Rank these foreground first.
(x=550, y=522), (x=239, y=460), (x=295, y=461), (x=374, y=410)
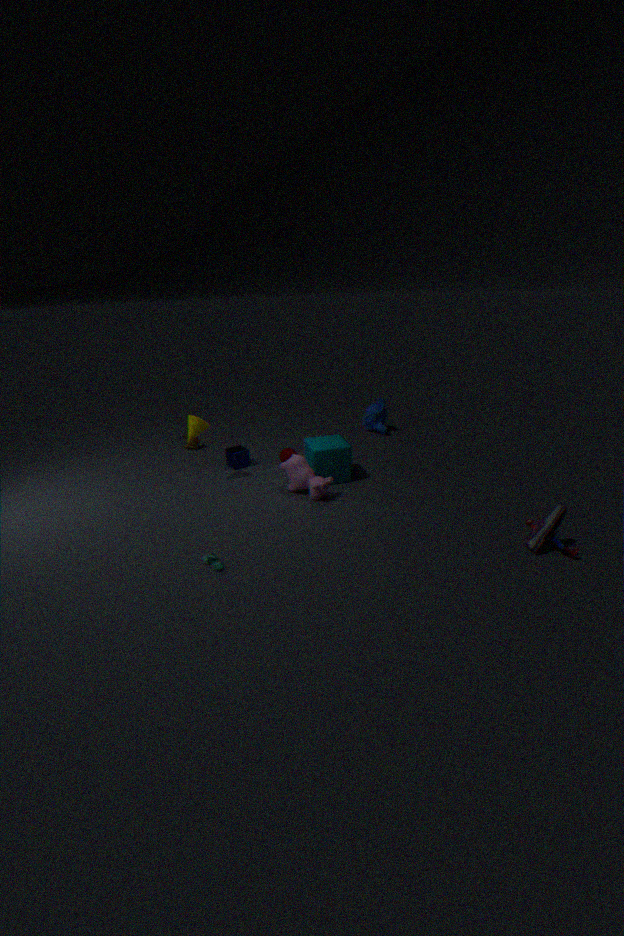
1. (x=550, y=522)
2. (x=295, y=461)
3. (x=239, y=460)
4. (x=374, y=410)
